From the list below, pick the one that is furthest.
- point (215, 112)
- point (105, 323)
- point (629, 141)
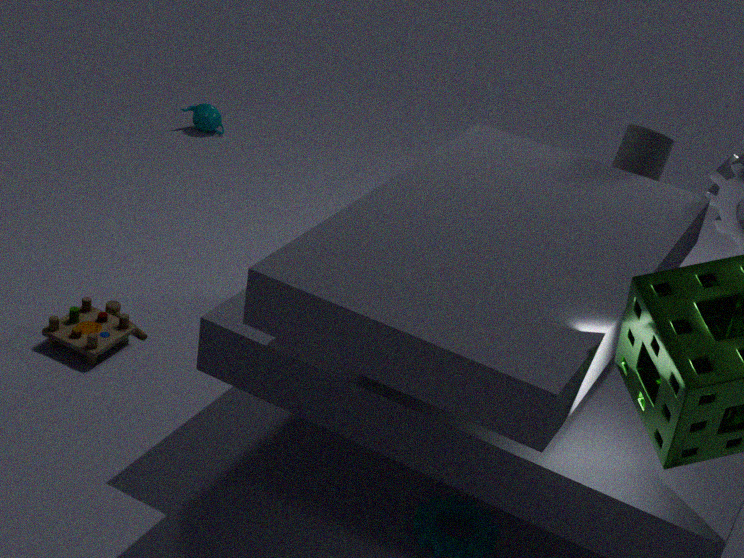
point (215, 112)
